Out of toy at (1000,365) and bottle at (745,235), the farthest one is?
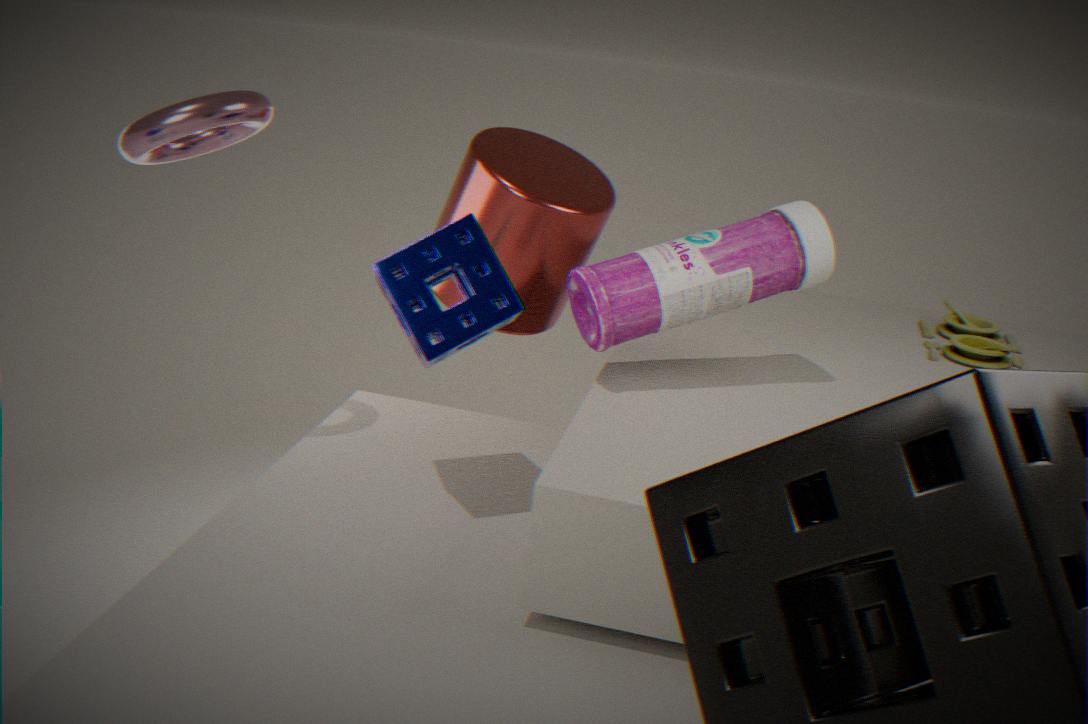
toy at (1000,365)
